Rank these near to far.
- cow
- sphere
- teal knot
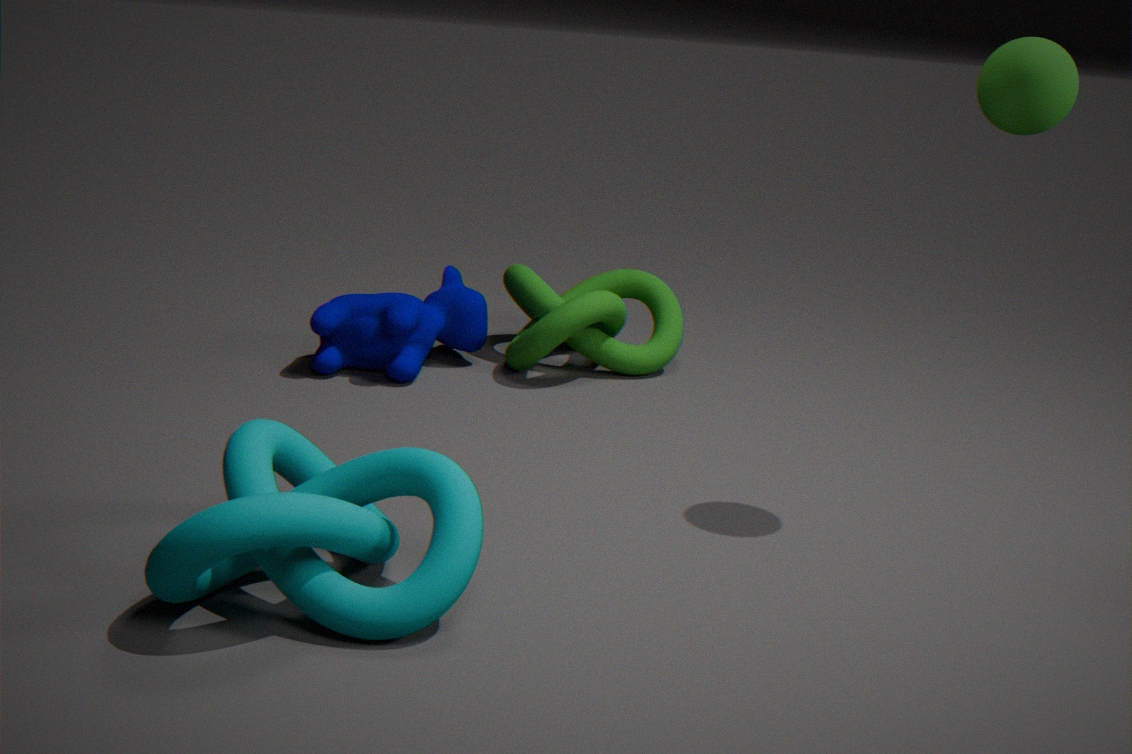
A: teal knot, sphere, cow
